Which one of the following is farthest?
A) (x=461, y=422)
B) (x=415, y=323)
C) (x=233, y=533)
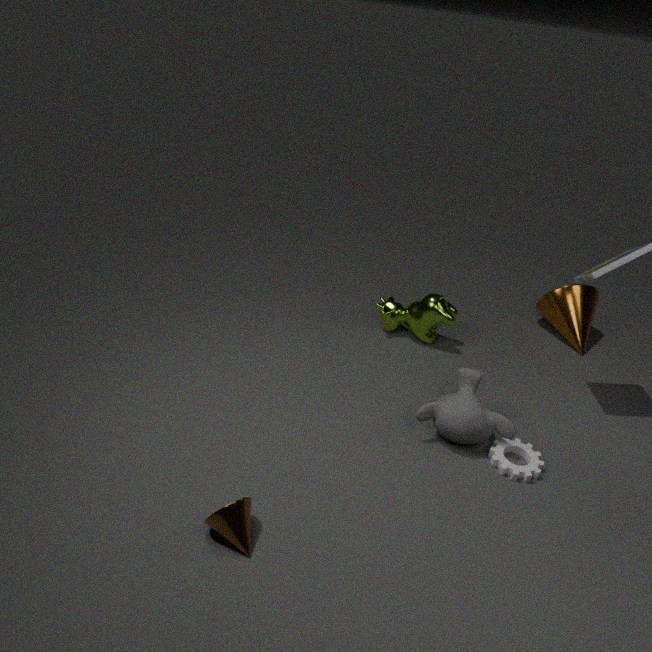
(x=415, y=323)
